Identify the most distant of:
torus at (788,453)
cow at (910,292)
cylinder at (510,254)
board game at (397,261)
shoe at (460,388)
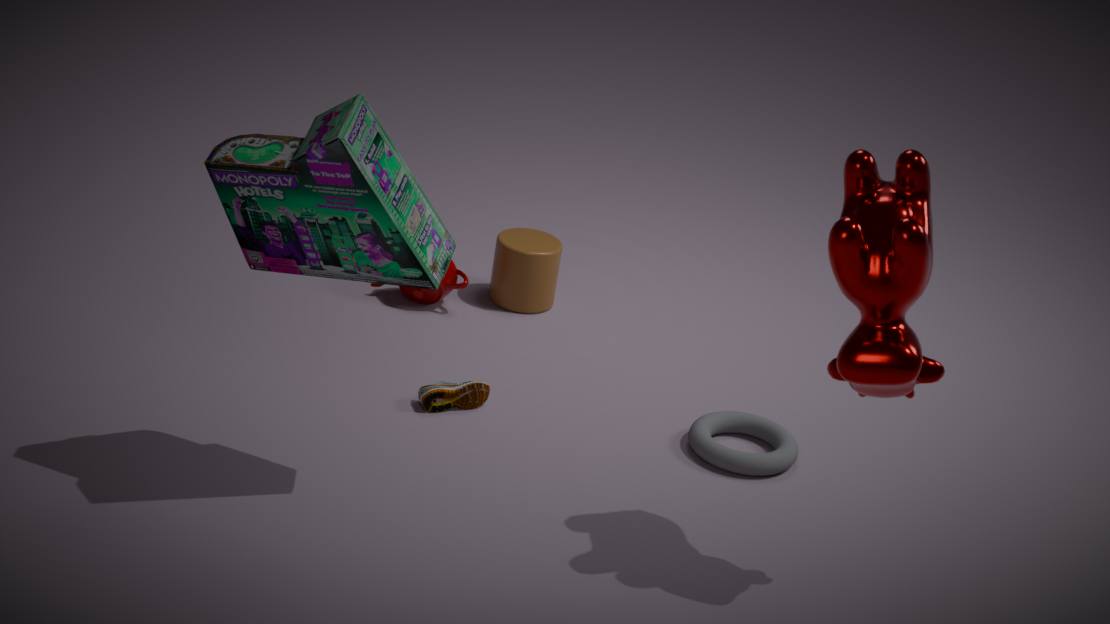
cylinder at (510,254)
